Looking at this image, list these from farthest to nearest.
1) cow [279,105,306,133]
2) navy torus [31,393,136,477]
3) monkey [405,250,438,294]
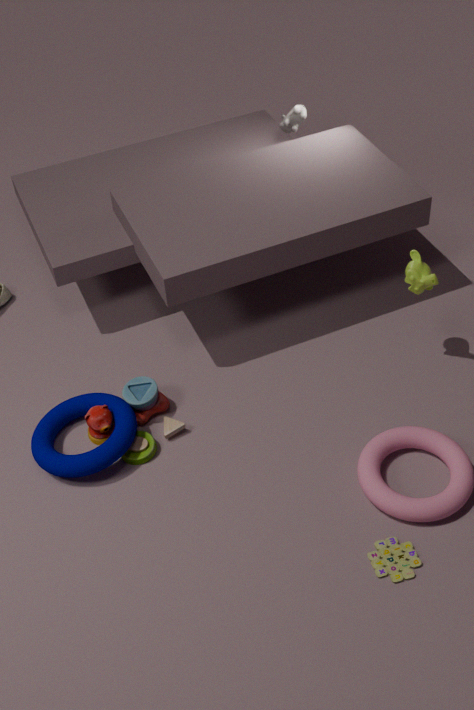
1. 1. cow [279,105,306,133]
2. 3. monkey [405,250,438,294]
3. 2. navy torus [31,393,136,477]
